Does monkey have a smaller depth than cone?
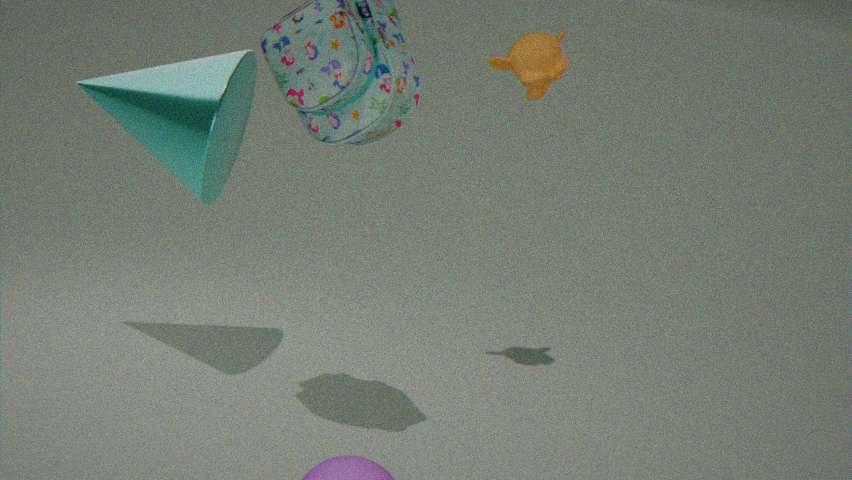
No
